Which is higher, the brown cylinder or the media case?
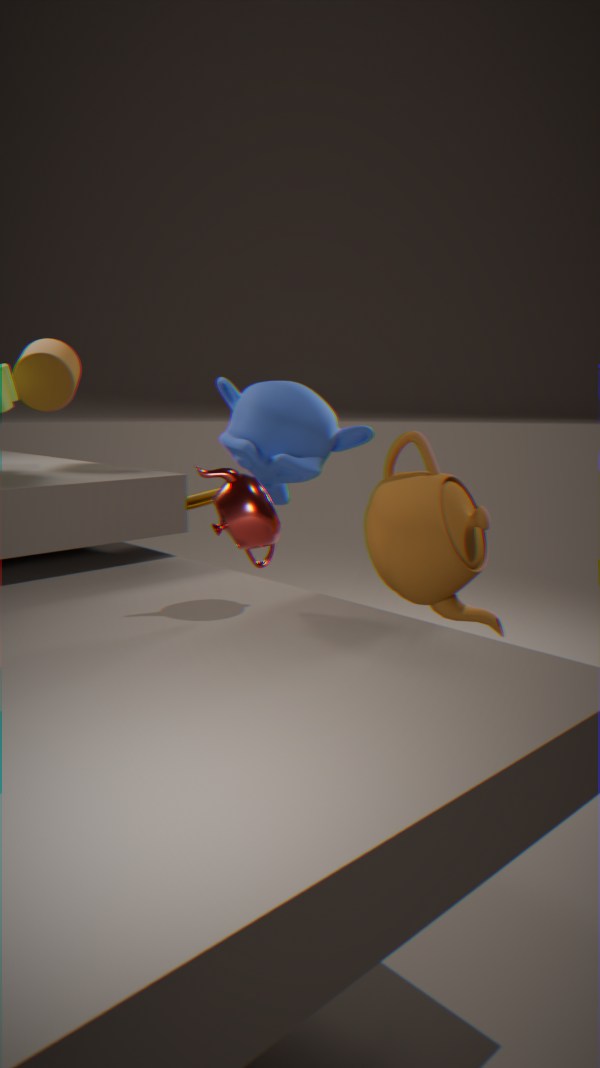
the brown cylinder
